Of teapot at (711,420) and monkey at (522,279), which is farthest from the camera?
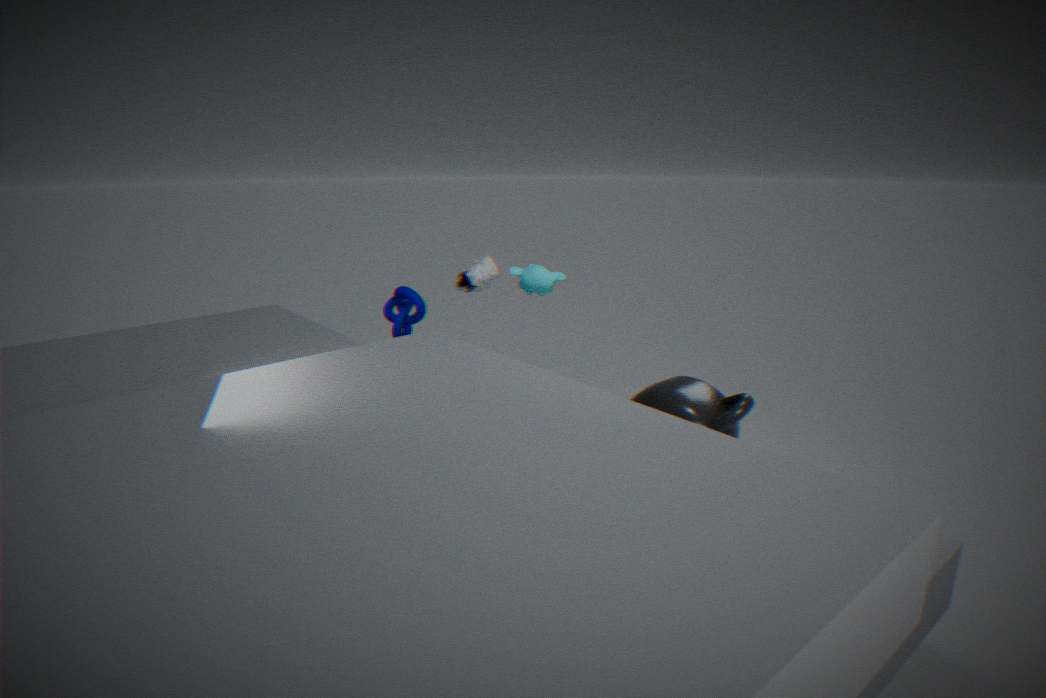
monkey at (522,279)
